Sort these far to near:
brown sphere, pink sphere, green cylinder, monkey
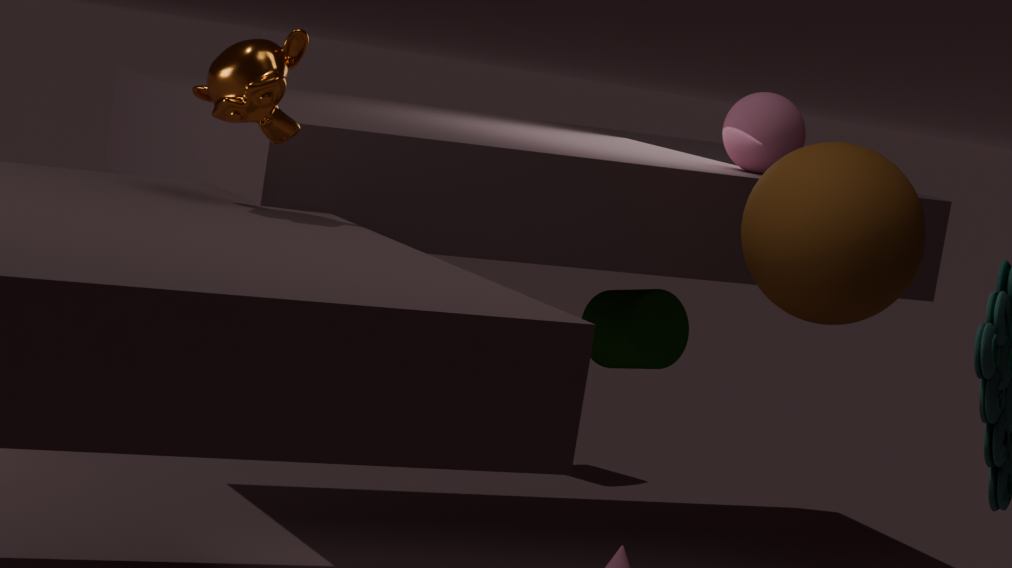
green cylinder, pink sphere, brown sphere, monkey
